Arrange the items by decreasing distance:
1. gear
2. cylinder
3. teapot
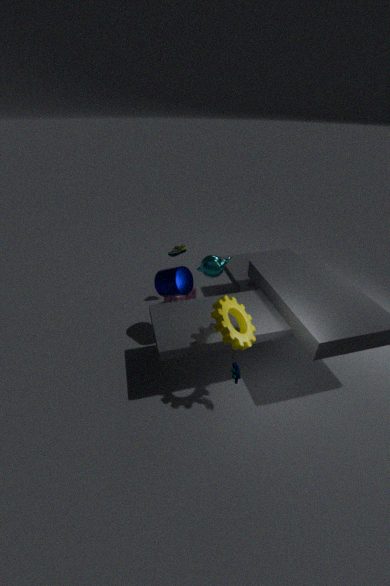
teapot
cylinder
gear
